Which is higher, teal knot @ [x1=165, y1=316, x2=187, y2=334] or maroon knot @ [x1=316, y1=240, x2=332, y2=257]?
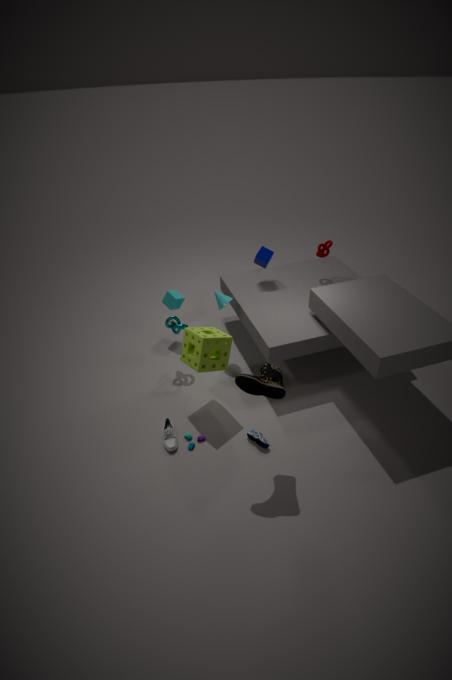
maroon knot @ [x1=316, y1=240, x2=332, y2=257]
